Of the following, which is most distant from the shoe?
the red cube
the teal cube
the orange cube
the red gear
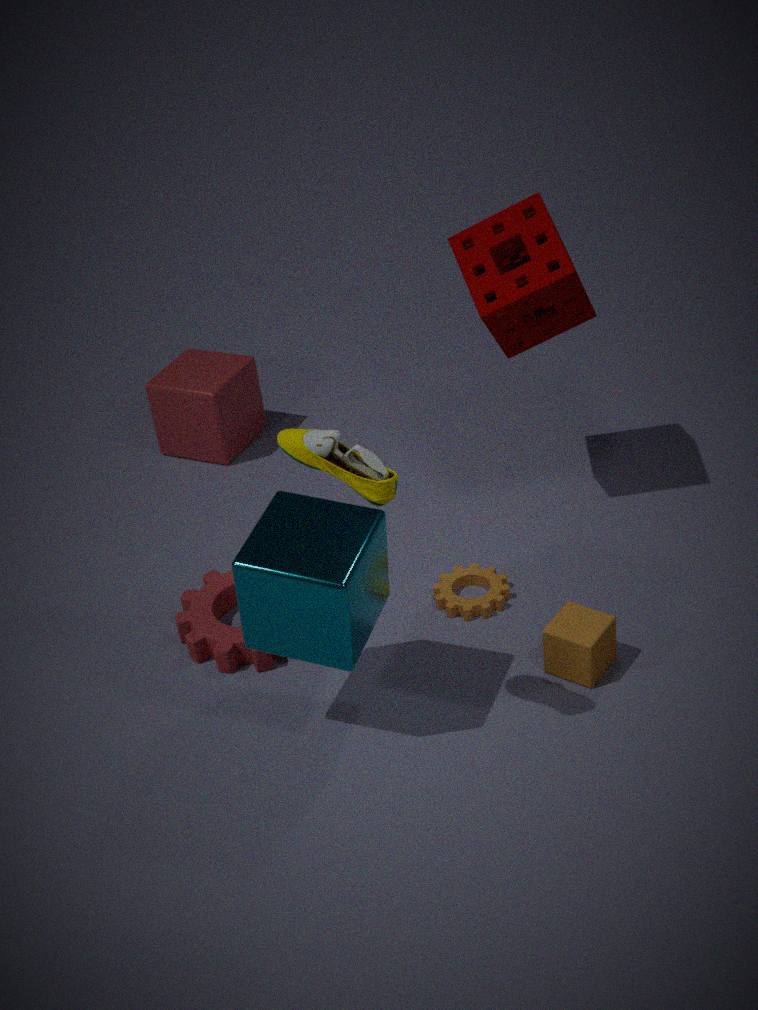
the red cube
